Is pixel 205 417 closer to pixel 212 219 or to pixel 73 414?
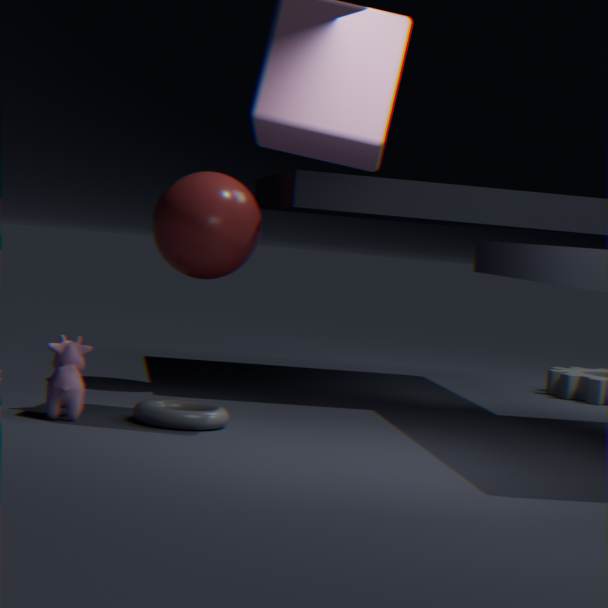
pixel 73 414
